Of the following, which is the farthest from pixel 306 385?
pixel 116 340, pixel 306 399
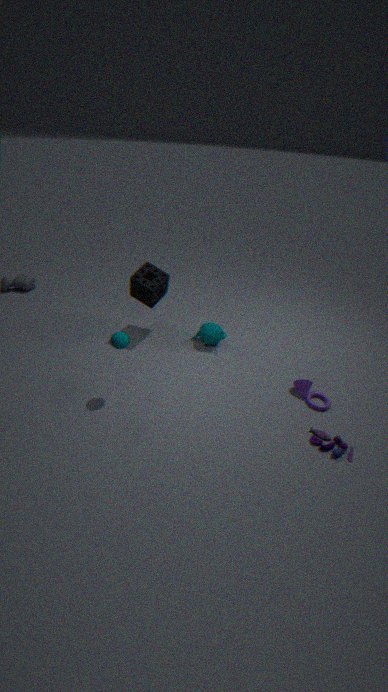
pixel 116 340
